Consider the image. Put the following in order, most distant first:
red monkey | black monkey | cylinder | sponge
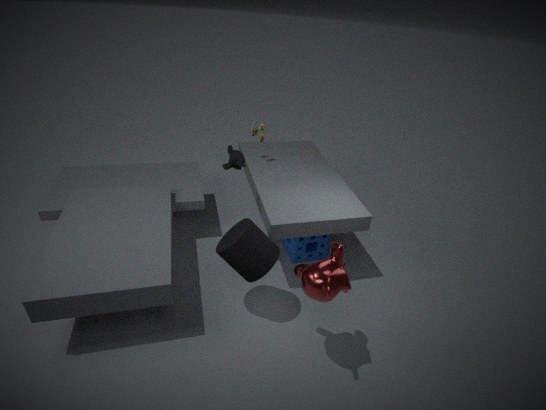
sponge → black monkey → cylinder → red monkey
